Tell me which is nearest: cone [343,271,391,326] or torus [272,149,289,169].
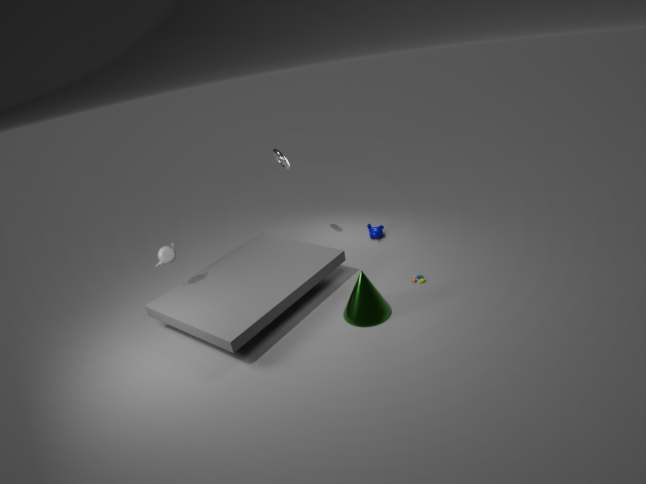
cone [343,271,391,326]
